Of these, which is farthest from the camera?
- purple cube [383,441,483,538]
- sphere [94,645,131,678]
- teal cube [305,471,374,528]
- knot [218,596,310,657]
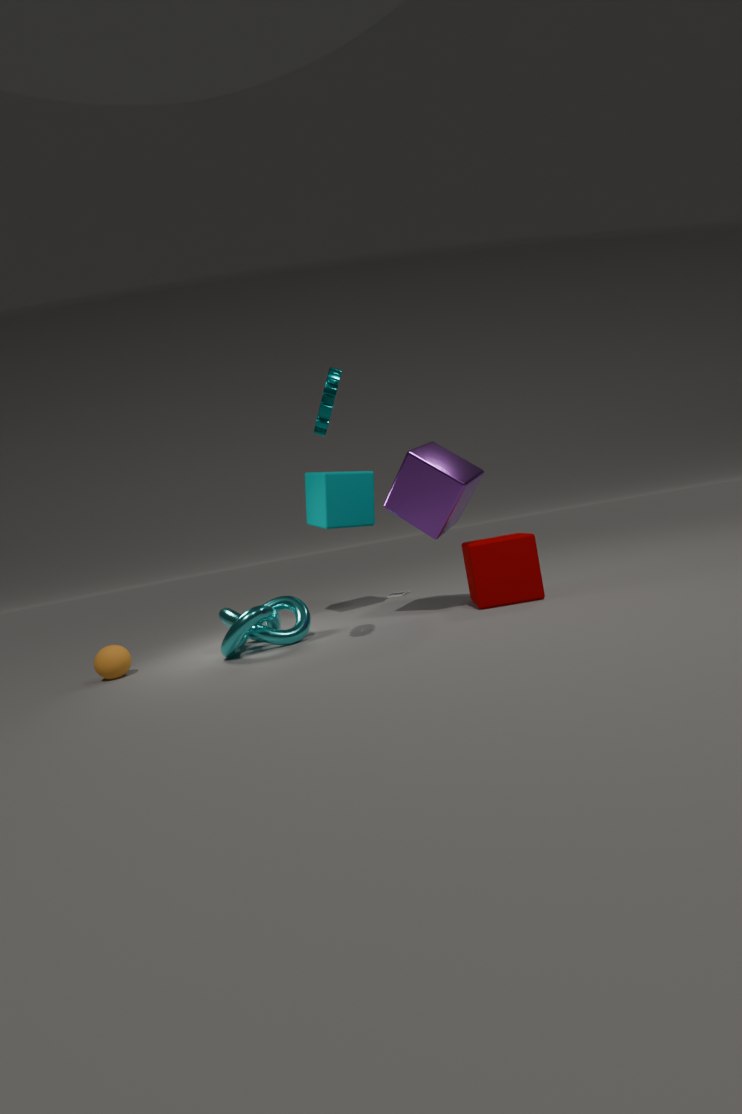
teal cube [305,471,374,528]
